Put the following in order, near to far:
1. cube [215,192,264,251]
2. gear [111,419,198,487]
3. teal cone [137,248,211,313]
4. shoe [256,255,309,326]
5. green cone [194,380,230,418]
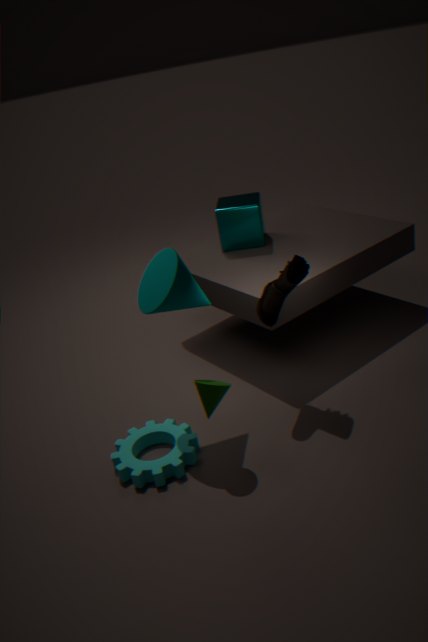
1. green cone [194,380,230,418]
2. teal cone [137,248,211,313]
3. gear [111,419,198,487]
4. shoe [256,255,309,326]
5. cube [215,192,264,251]
